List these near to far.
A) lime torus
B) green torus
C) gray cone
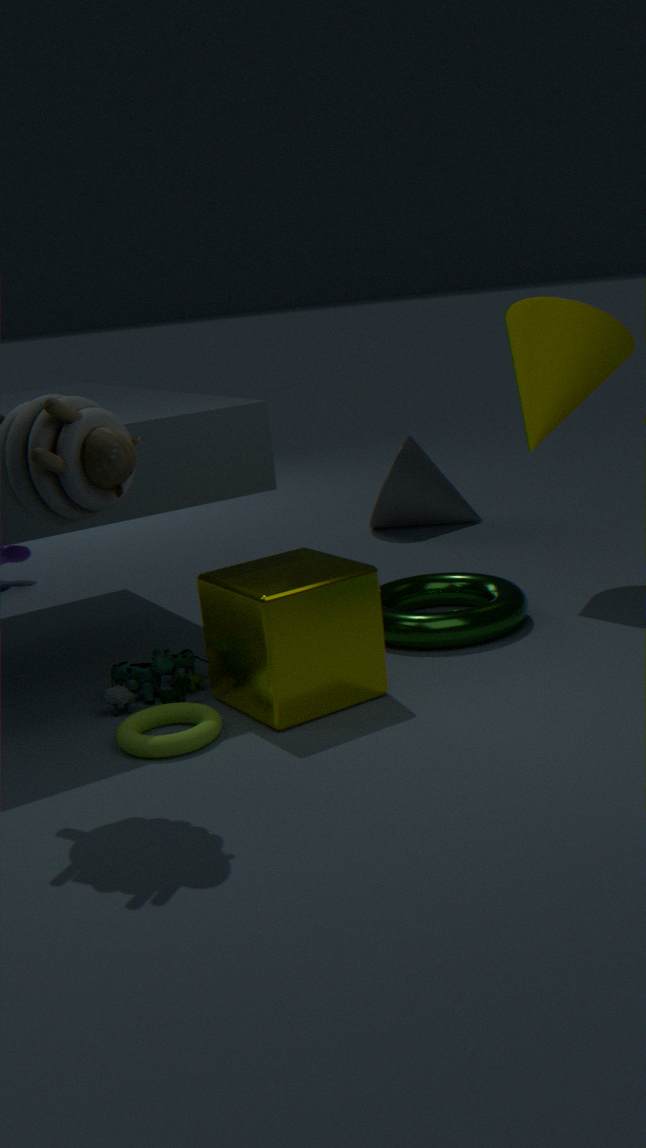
lime torus
green torus
gray cone
